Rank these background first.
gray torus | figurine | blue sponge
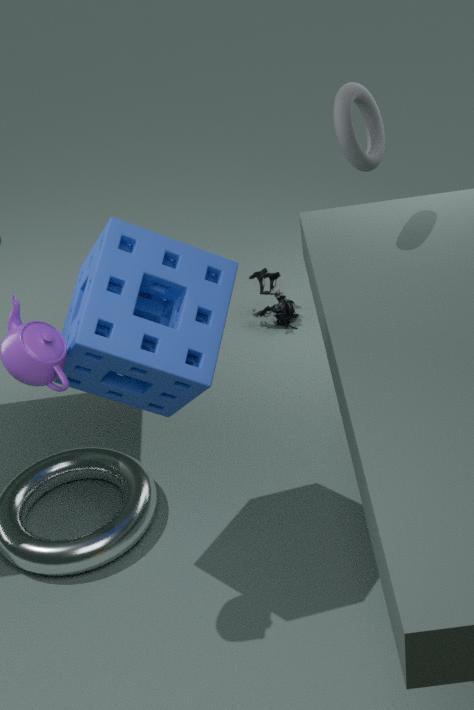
figurine, gray torus, blue sponge
